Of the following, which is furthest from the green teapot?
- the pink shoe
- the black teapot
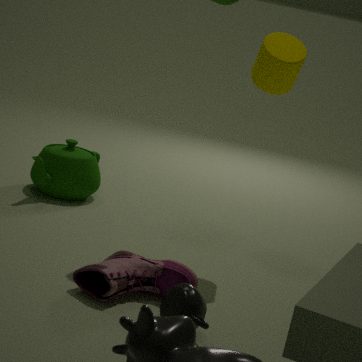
the black teapot
